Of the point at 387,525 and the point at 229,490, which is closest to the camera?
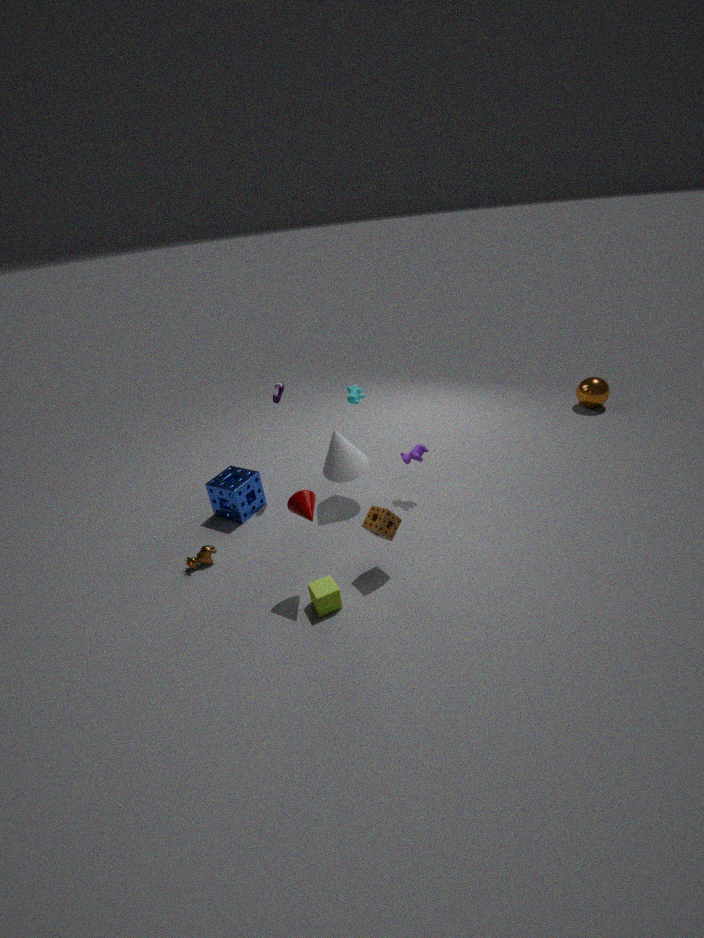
the point at 387,525
